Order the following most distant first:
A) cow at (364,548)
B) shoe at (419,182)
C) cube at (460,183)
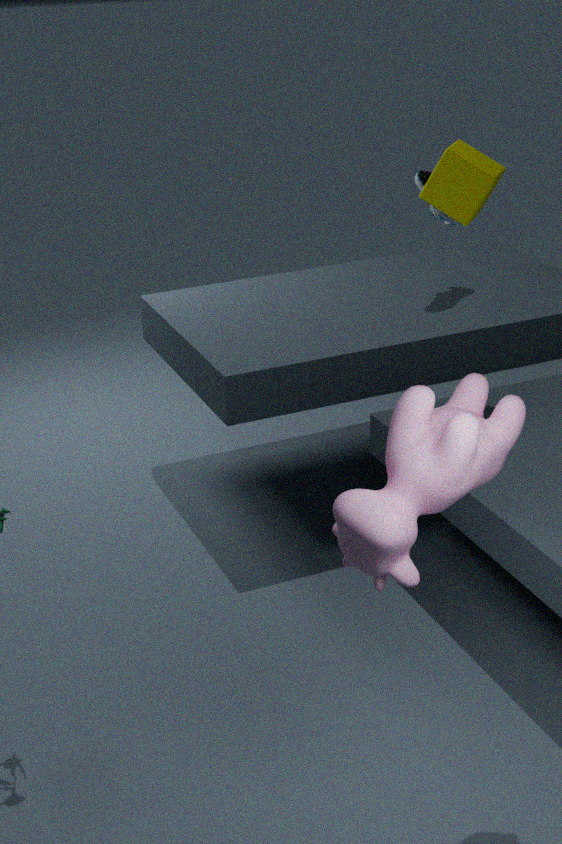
shoe at (419,182)
cube at (460,183)
cow at (364,548)
